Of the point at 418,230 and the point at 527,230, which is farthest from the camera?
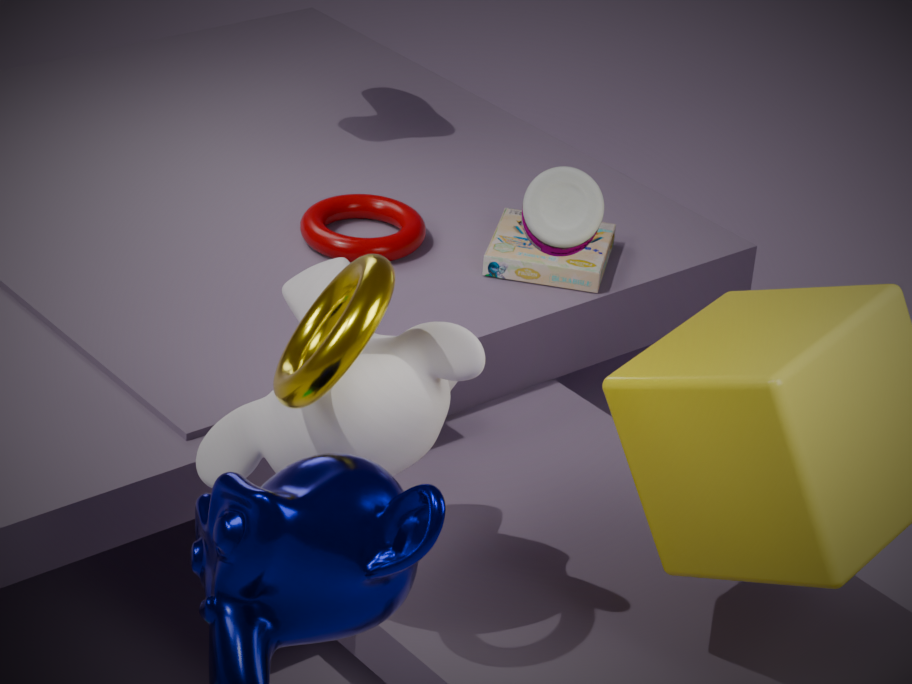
the point at 418,230
